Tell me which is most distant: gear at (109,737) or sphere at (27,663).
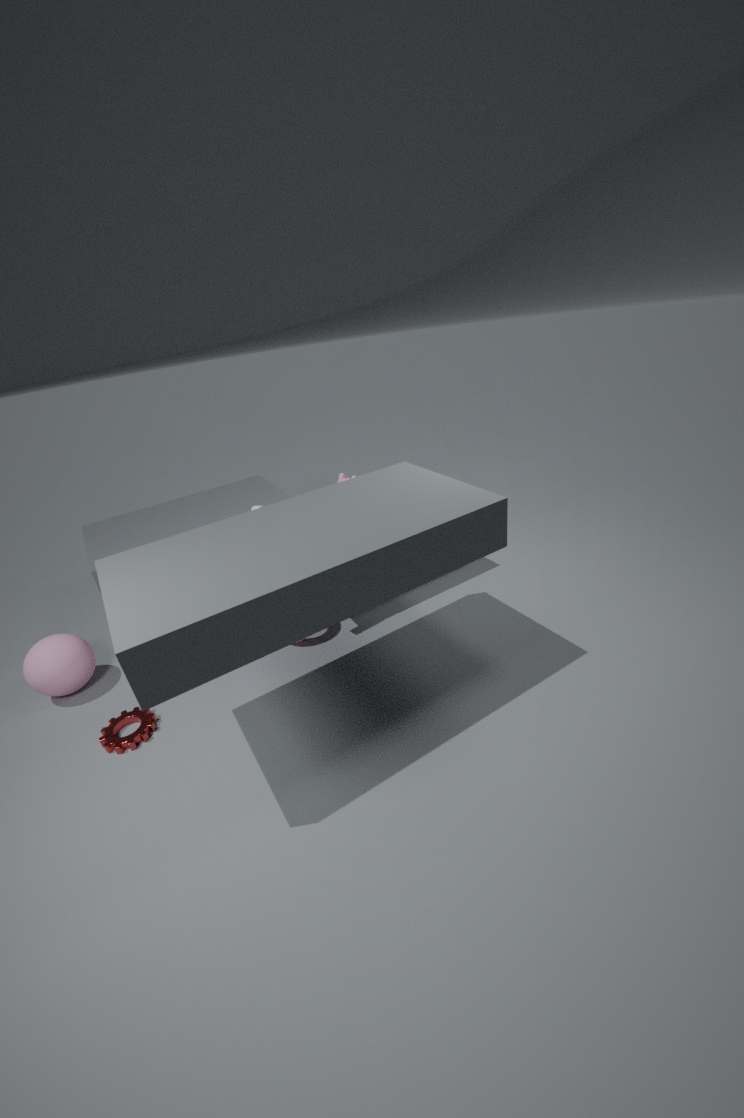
sphere at (27,663)
